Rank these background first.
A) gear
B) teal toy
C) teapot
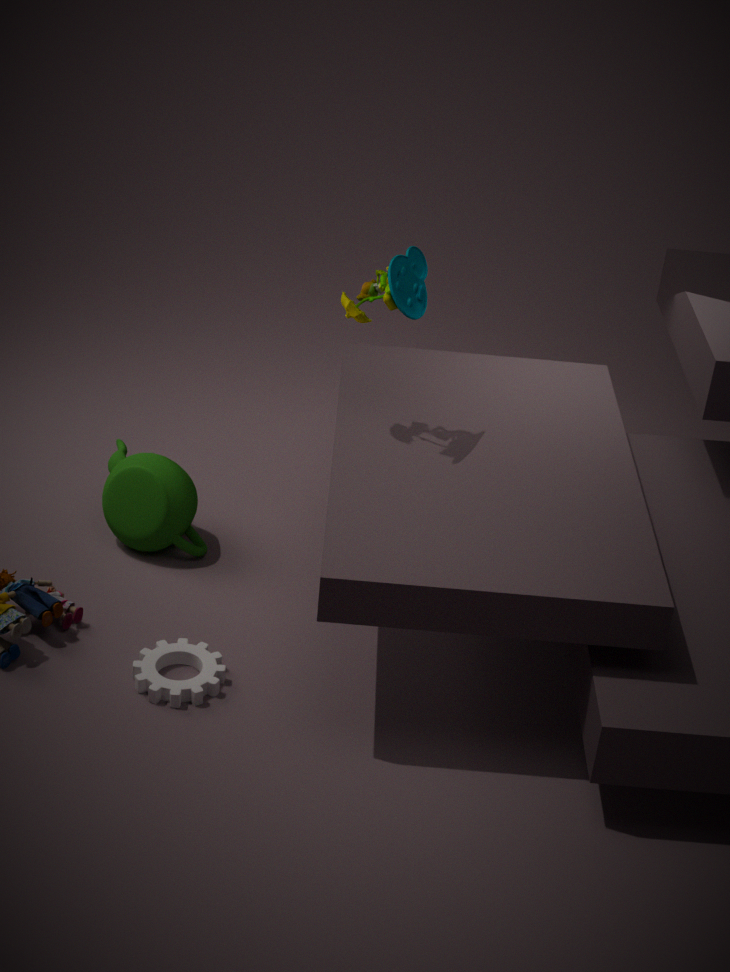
teapot
teal toy
gear
